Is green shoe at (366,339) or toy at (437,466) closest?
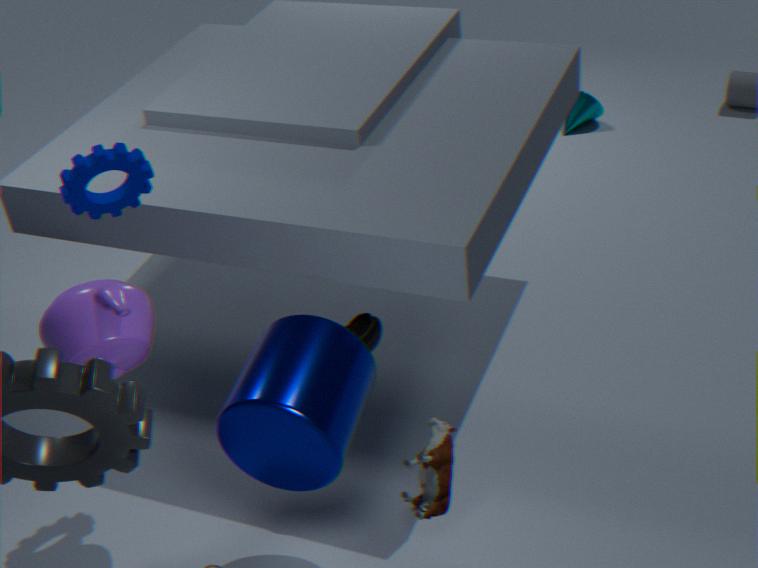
toy at (437,466)
